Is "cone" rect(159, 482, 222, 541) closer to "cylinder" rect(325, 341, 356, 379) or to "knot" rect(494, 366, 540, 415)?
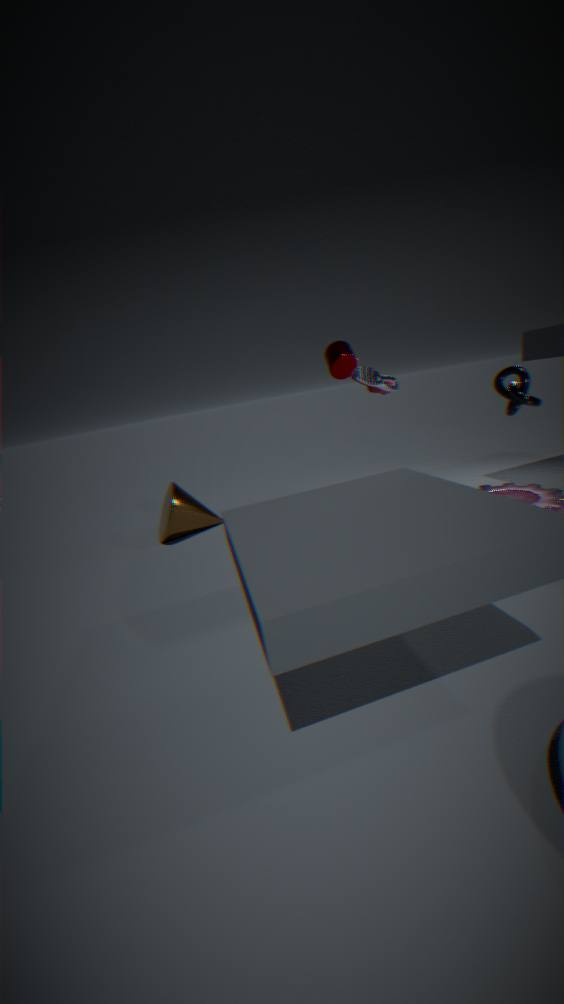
"cylinder" rect(325, 341, 356, 379)
